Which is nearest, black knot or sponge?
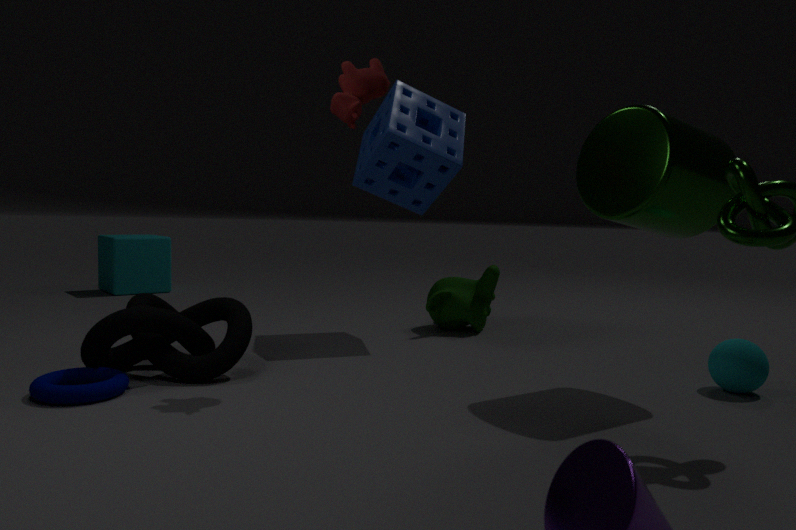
black knot
